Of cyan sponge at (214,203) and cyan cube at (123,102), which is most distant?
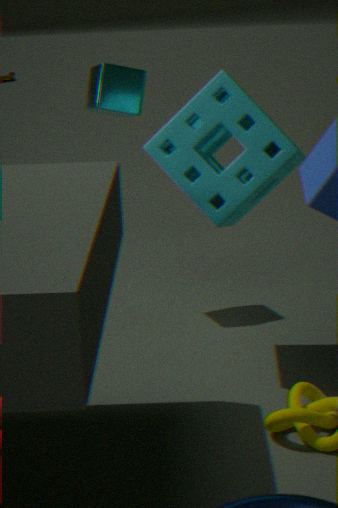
cyan cube at (123,102)
